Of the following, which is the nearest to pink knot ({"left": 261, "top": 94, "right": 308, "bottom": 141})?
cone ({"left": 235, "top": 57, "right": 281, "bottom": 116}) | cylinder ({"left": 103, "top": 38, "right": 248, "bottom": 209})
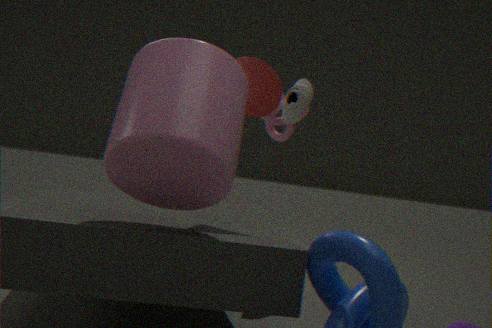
cone ({"left": 235, "top": 57, "right": 281, "bottom": 116})
